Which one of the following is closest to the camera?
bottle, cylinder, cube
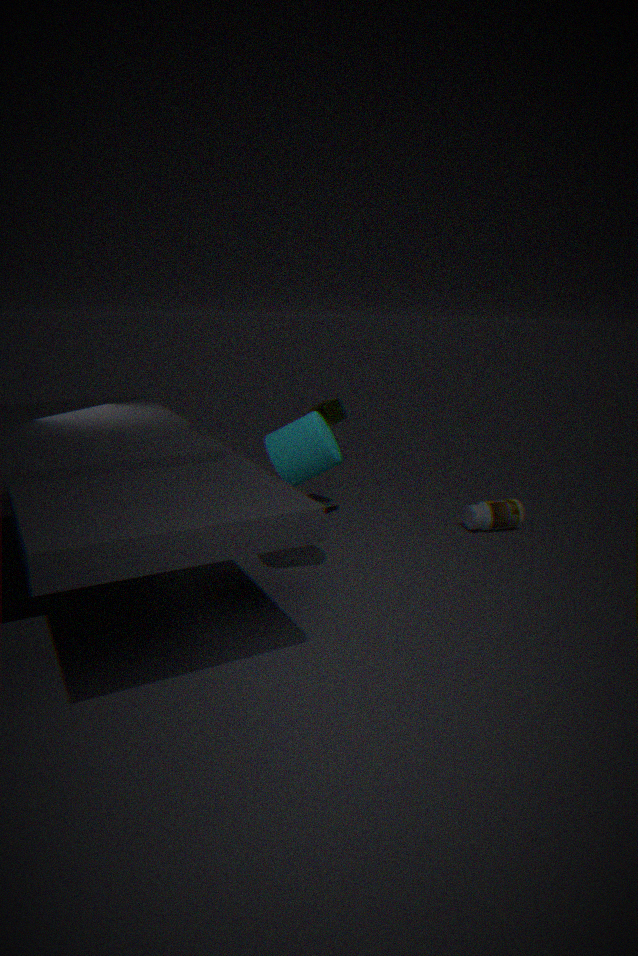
cylinder
